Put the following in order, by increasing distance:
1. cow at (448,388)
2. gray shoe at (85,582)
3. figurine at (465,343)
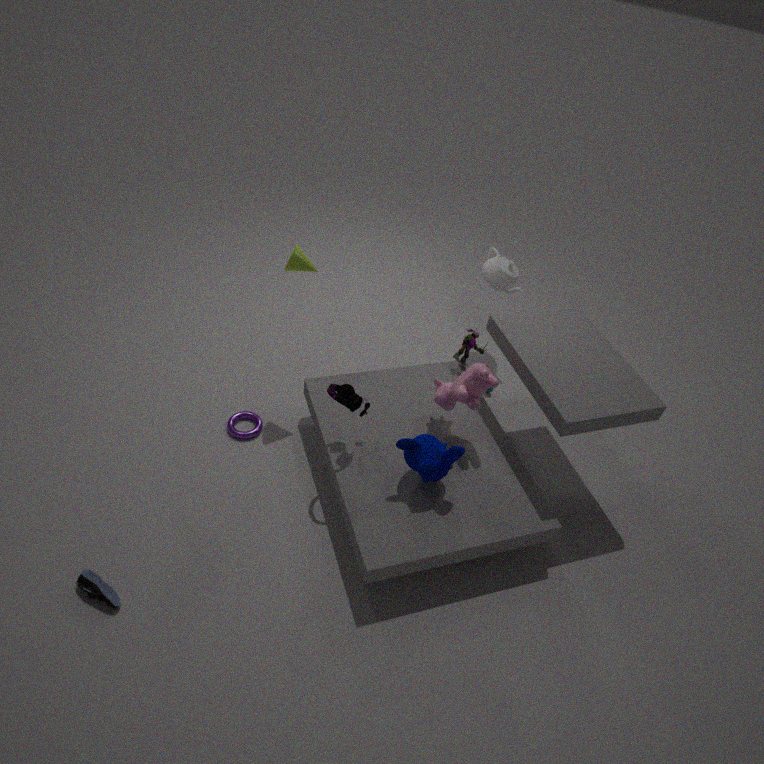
gray shoe at (85,582)
cow at (448,388)
figurine at (465,343)
